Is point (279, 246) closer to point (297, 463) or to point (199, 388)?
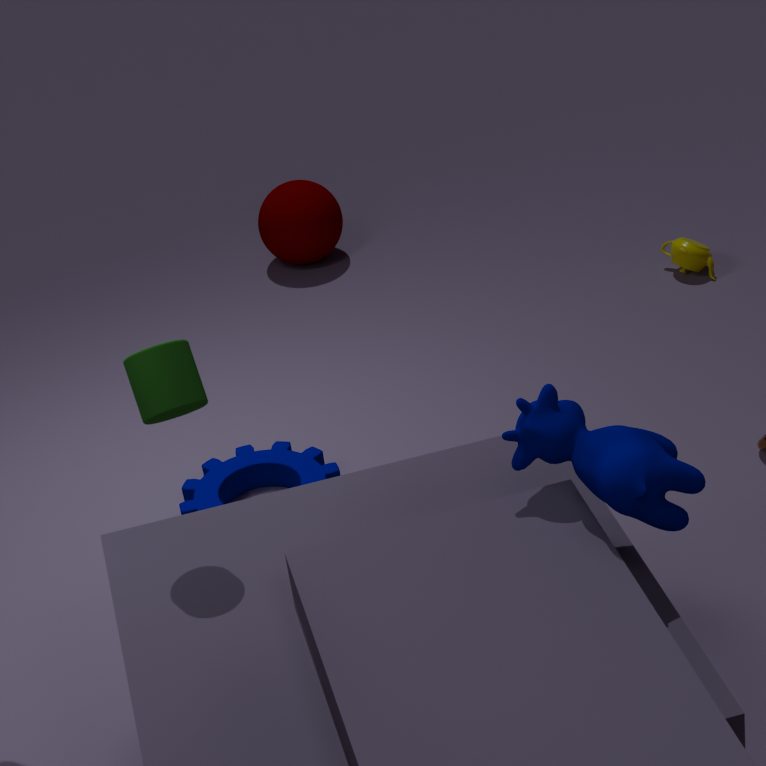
point (297, 463)
